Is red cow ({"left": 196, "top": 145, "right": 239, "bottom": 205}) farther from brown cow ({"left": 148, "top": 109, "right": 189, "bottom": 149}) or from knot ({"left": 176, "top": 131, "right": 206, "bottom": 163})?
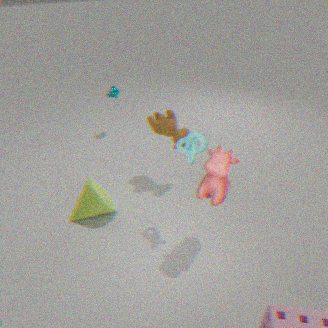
brown cow ({"left": 148, "top": 109, "right": 189, "bottom": 149})
